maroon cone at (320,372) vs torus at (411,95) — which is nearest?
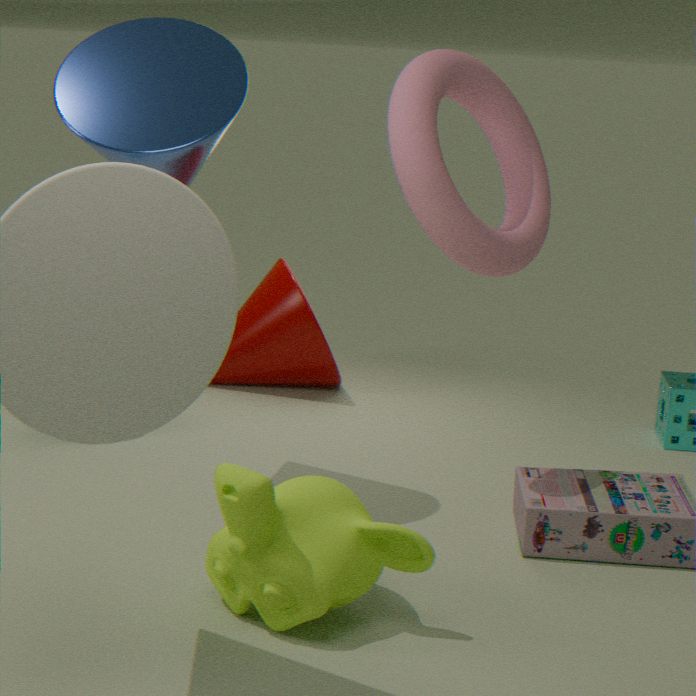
torus at (411,95)
